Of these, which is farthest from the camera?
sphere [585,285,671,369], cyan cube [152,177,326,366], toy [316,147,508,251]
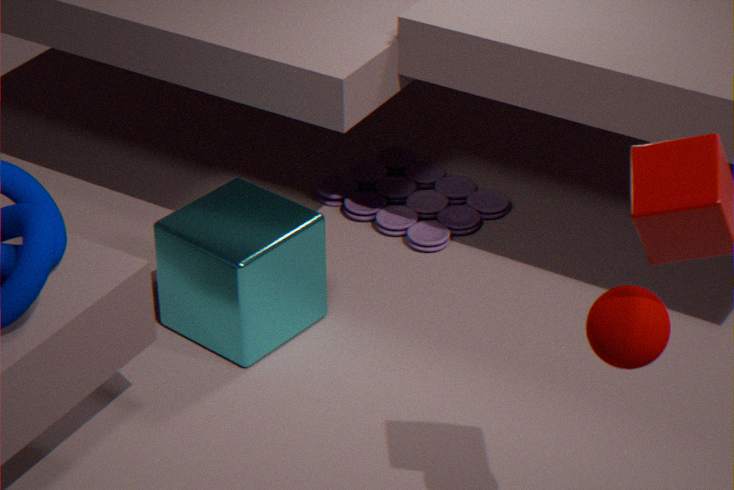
toy [316,147,508,251]
